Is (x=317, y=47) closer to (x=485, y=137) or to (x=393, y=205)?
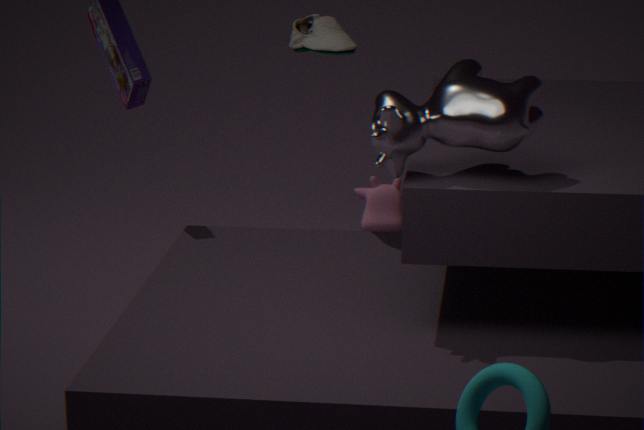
(x=393, y=205)
